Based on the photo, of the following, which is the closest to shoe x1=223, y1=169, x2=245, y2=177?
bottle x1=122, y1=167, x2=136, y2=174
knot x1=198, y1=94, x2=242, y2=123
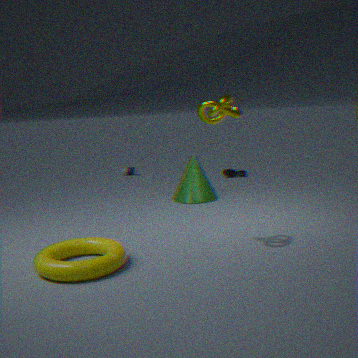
bottle x1=122, y1=167, x2=136, y2=174
